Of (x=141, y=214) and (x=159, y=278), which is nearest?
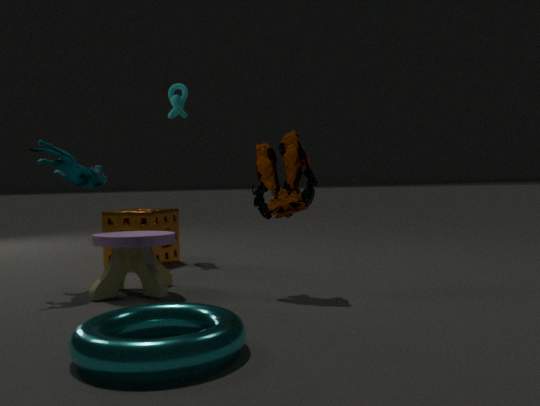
(x=159, y=278)
